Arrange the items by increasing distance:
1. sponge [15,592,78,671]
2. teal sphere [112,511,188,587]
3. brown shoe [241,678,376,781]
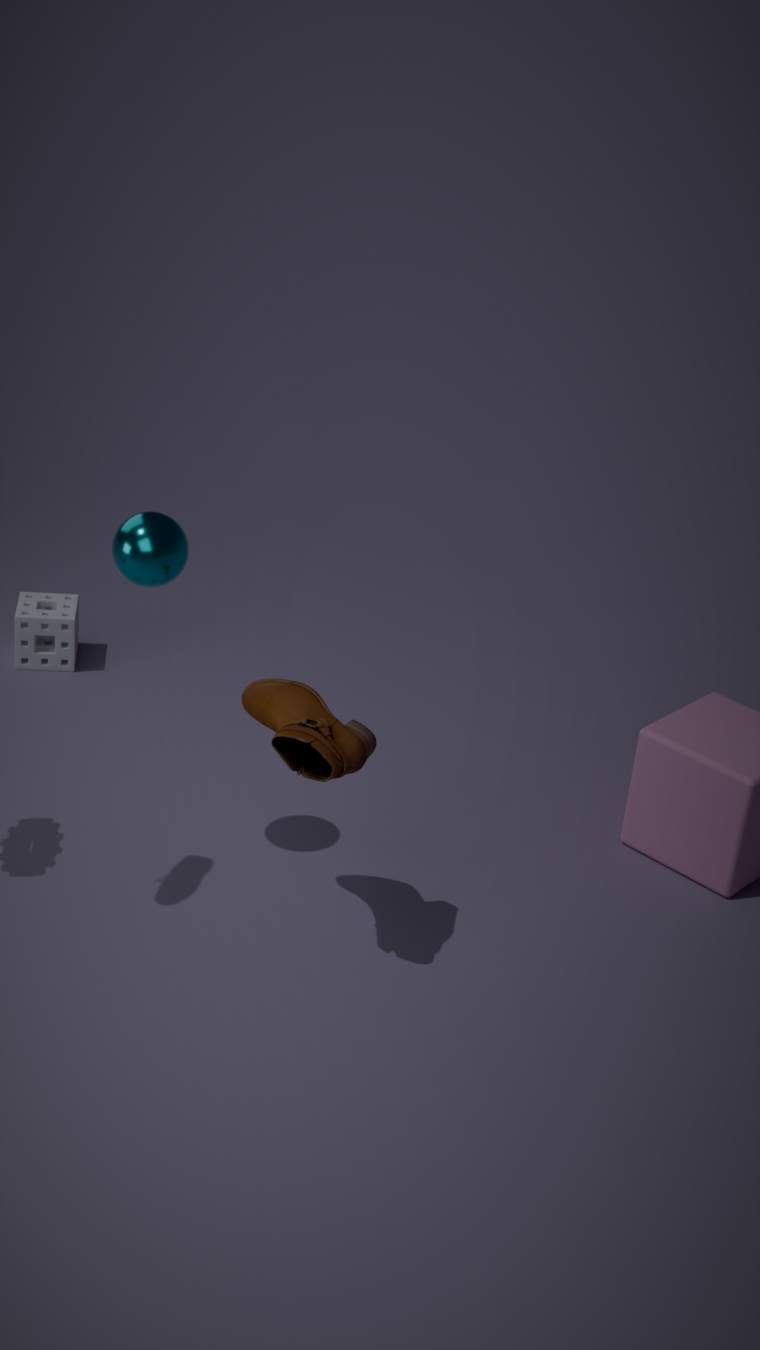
brown shoe [241,678,376,781] → teal sphere [112,511,188,587] → sponge [15,592,78,671]
